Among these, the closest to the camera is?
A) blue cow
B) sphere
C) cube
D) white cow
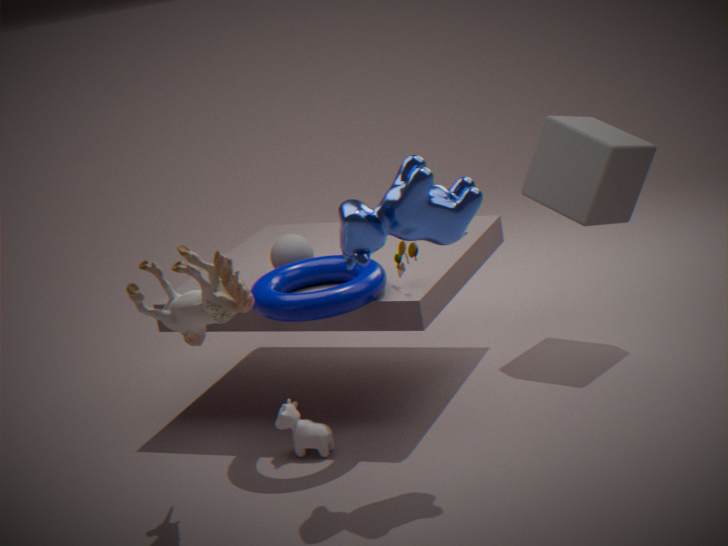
blue cow
